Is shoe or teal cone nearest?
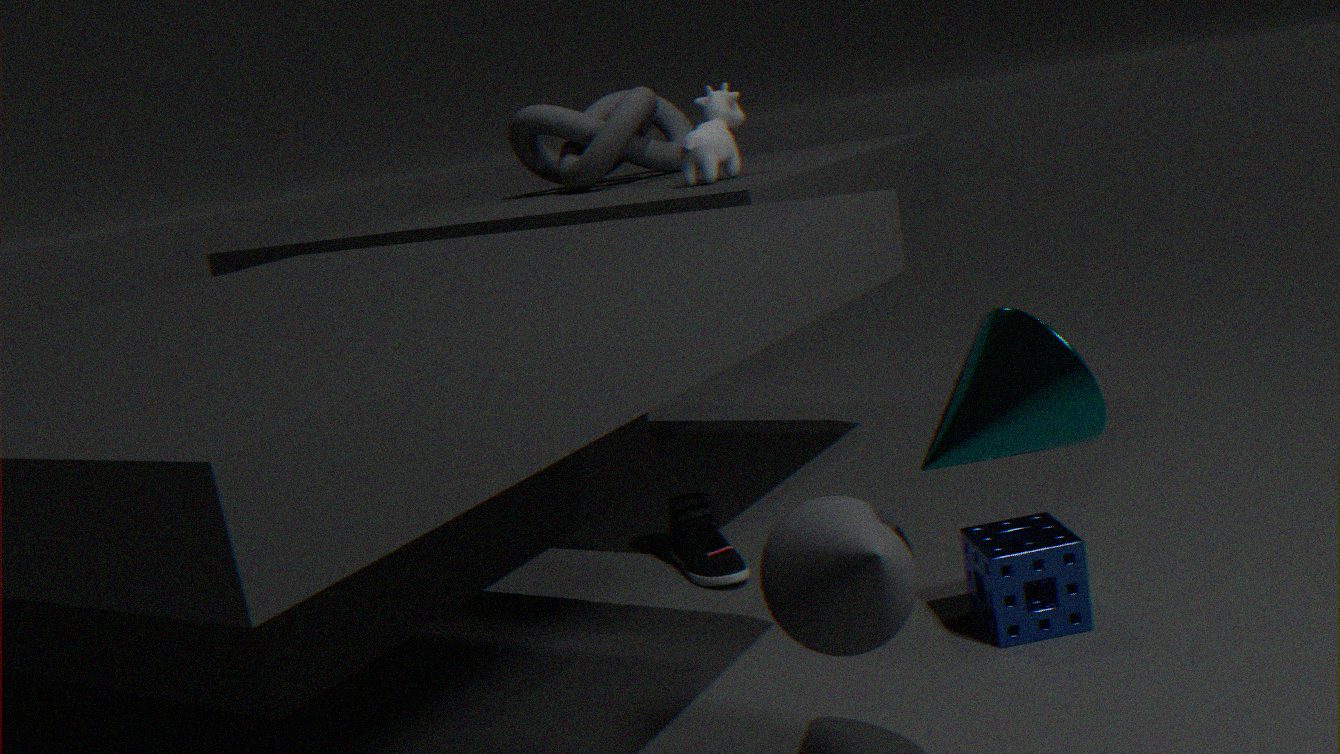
teal cone
